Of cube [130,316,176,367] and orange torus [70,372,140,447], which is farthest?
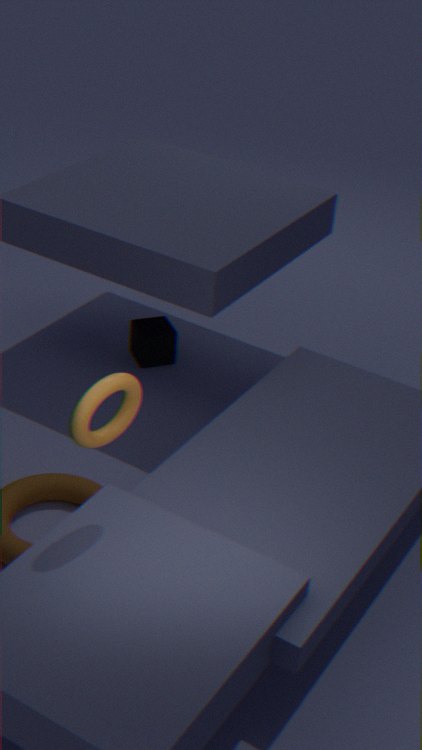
cube [130,316,176,367]
